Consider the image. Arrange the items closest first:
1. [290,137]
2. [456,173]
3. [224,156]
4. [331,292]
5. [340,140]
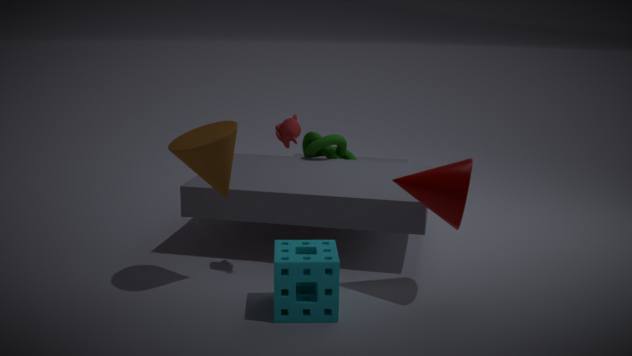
[331,292] < [456,173] < [224,156] < [290,137] < [340,140]
